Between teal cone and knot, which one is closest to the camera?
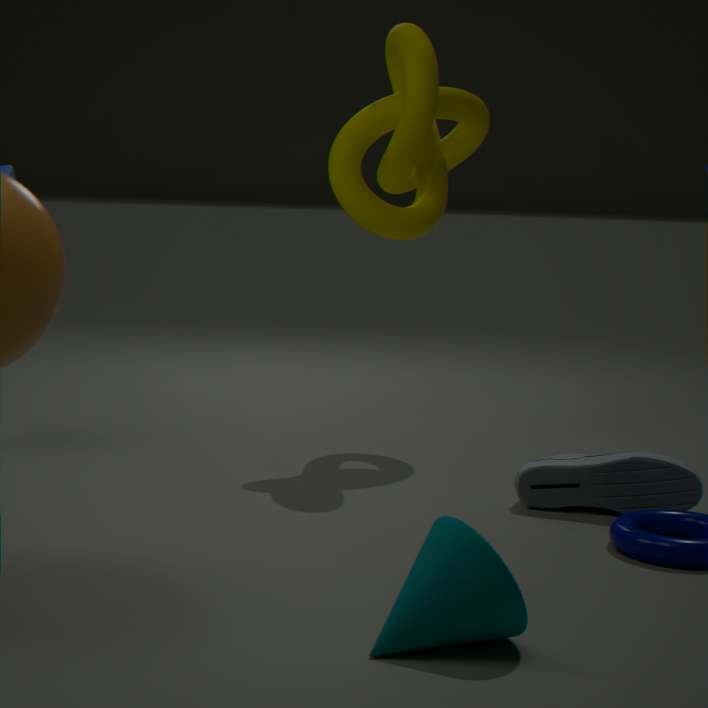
teal cone
